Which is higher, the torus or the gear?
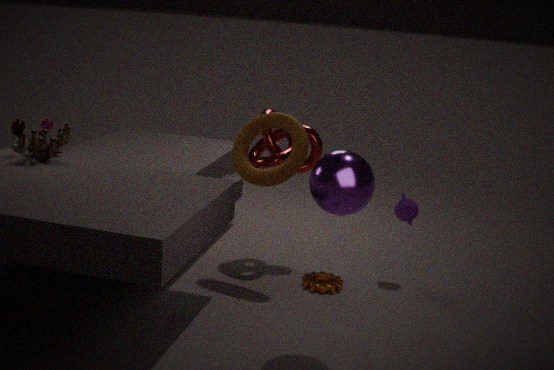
the torus
